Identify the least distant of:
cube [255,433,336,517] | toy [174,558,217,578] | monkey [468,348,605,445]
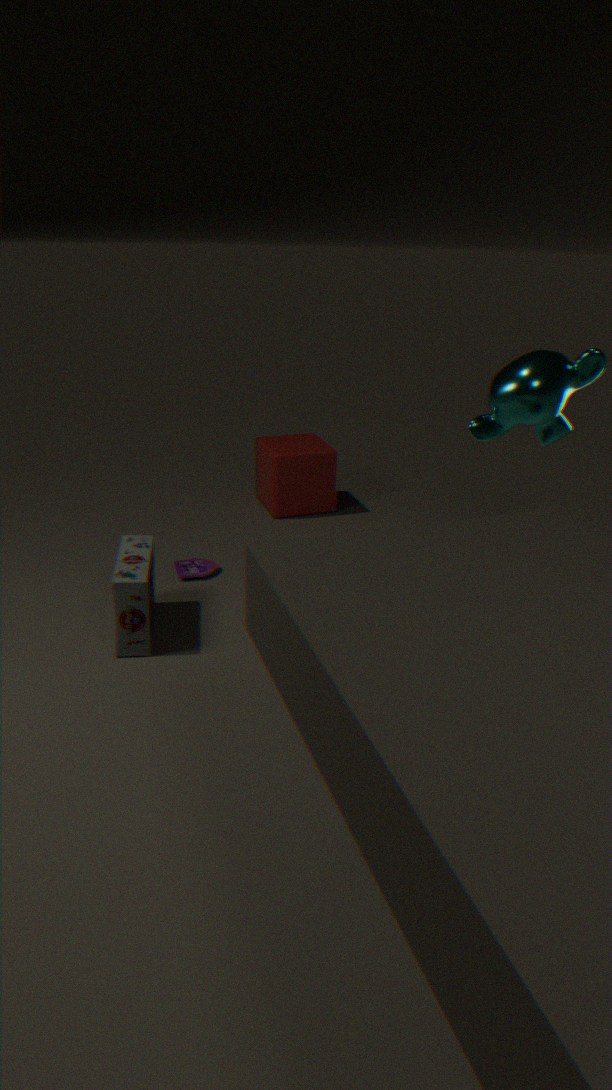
monkey [468,348,605,445]
